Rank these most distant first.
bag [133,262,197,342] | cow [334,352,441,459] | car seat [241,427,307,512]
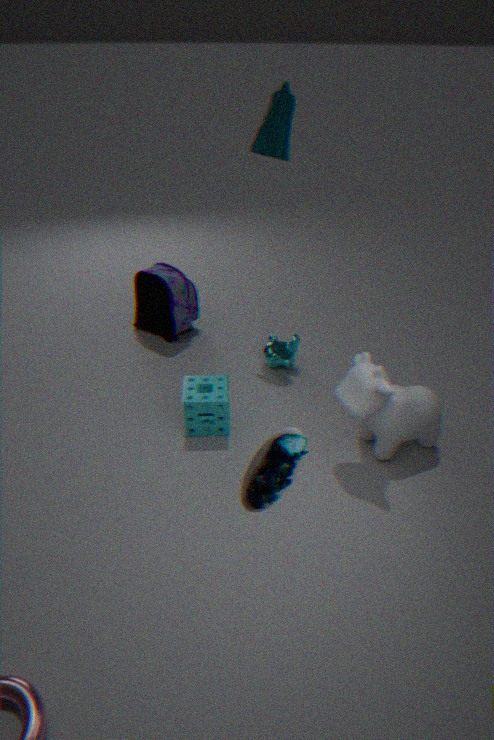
1. bag [133,262,197,342]
2. cow [334,352,441,459]
3. car seat [241,427,307,512]
